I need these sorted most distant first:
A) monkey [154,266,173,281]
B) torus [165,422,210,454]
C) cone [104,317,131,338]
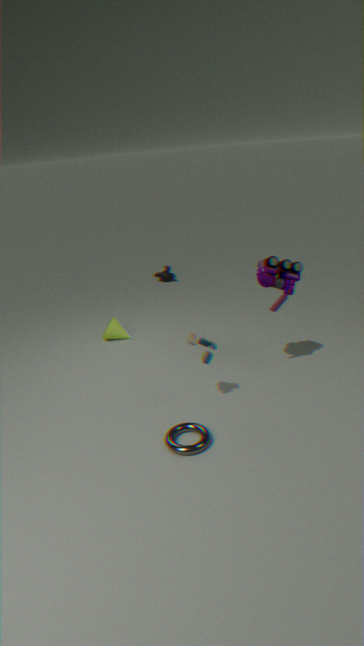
monkey [154,266,173,281]
cone [104,317,131,338]
torus [165,422,210,454]
